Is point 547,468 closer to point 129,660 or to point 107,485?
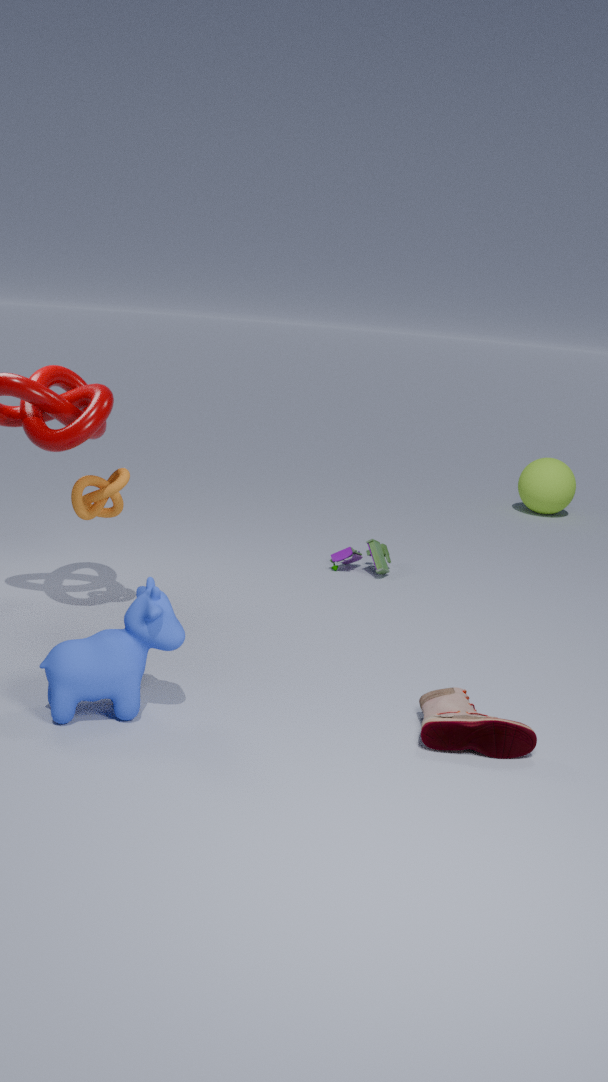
point 107,485
